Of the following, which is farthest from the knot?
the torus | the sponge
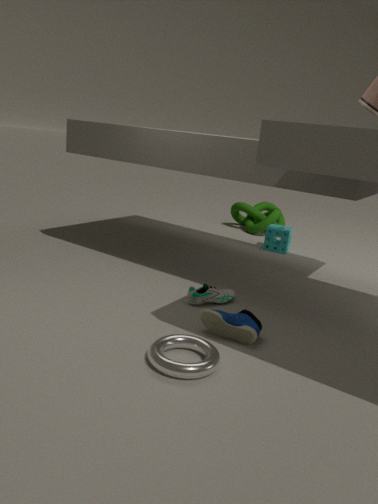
the torus
